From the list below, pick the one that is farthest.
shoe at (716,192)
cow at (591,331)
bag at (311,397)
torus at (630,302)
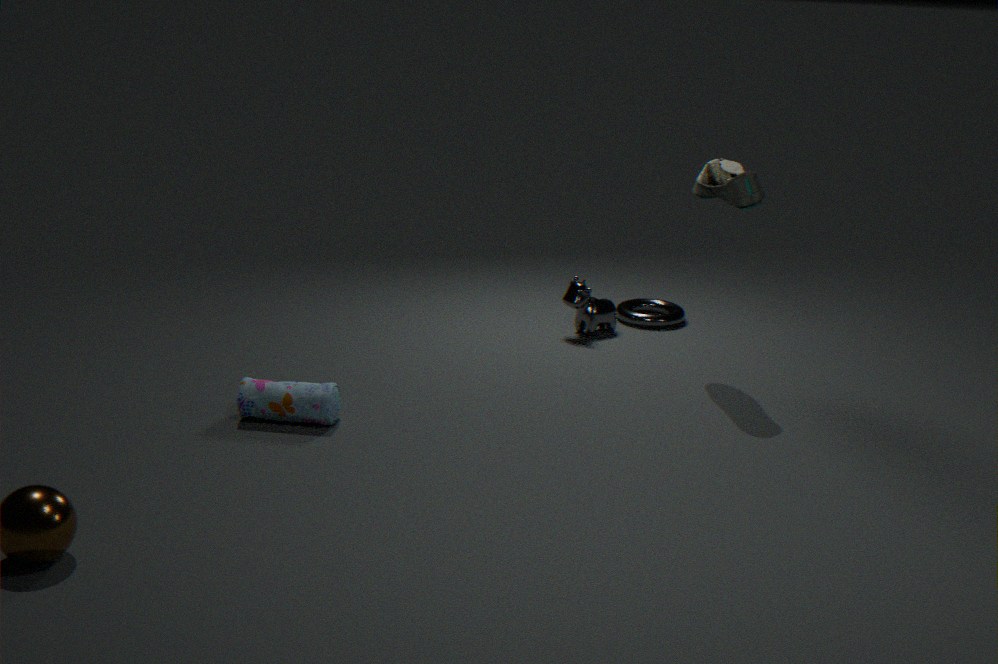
torus at (630,302)
